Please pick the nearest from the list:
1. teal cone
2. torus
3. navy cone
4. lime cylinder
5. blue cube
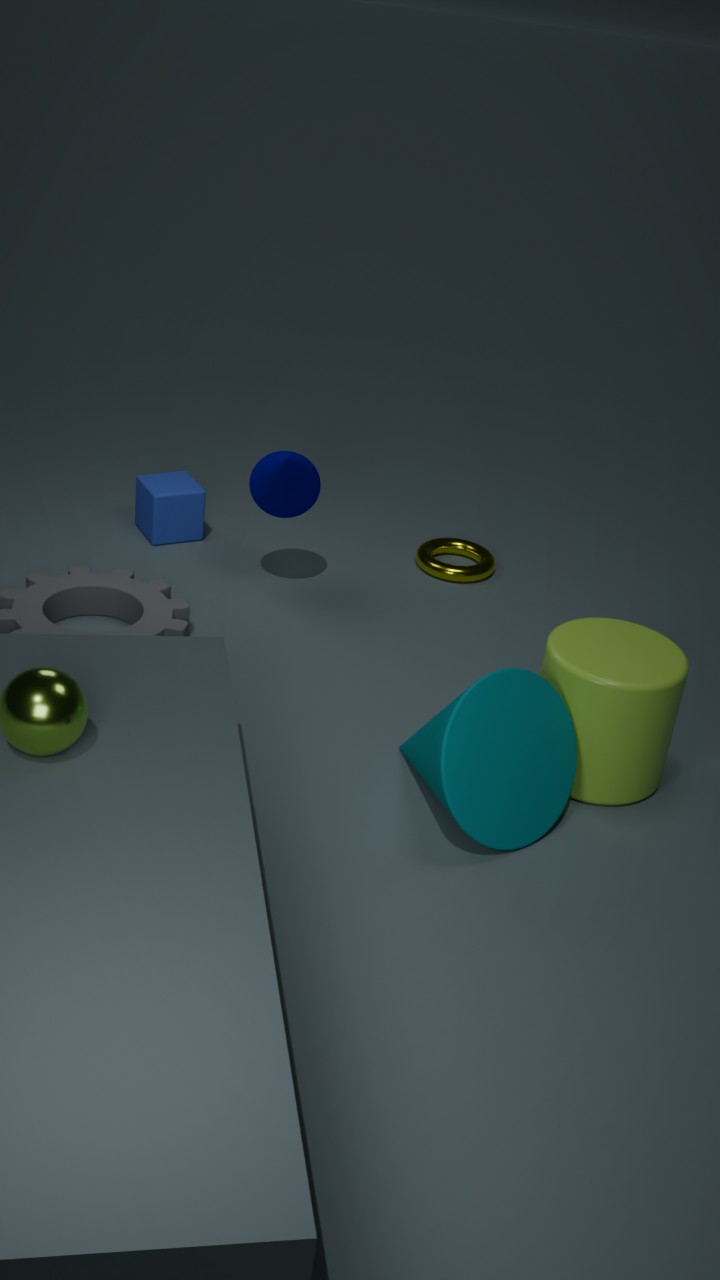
teal cone
